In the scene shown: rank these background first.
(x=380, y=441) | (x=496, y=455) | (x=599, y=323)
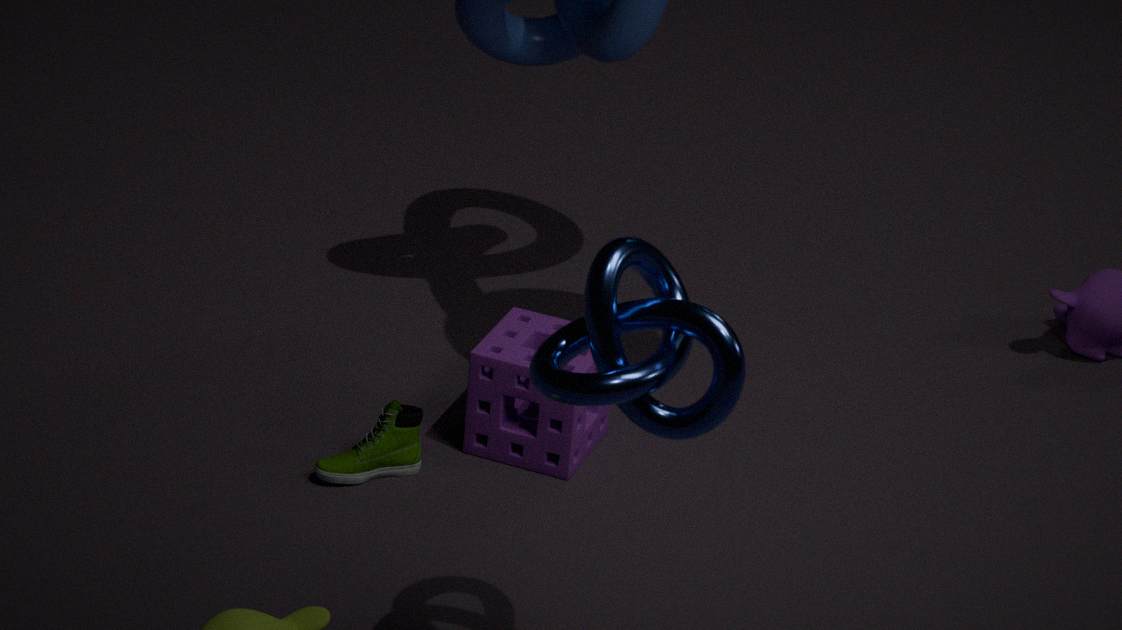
(x=496, y=455), (x=380, y=441), (x=599, y=323)
